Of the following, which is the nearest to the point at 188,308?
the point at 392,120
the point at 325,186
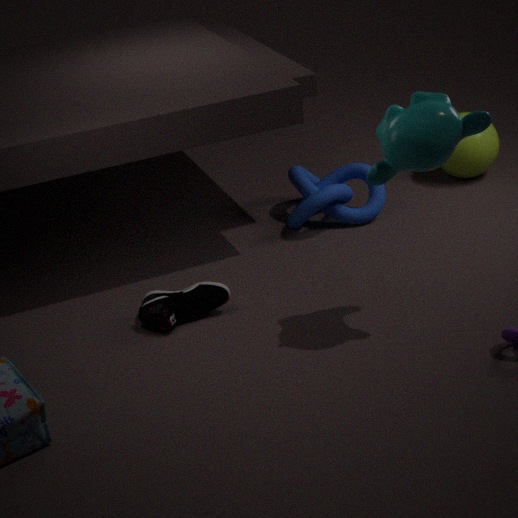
the point at 325,186
